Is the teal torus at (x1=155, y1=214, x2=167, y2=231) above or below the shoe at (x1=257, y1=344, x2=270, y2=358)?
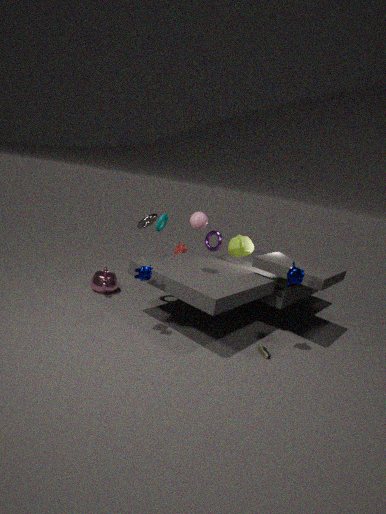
above
